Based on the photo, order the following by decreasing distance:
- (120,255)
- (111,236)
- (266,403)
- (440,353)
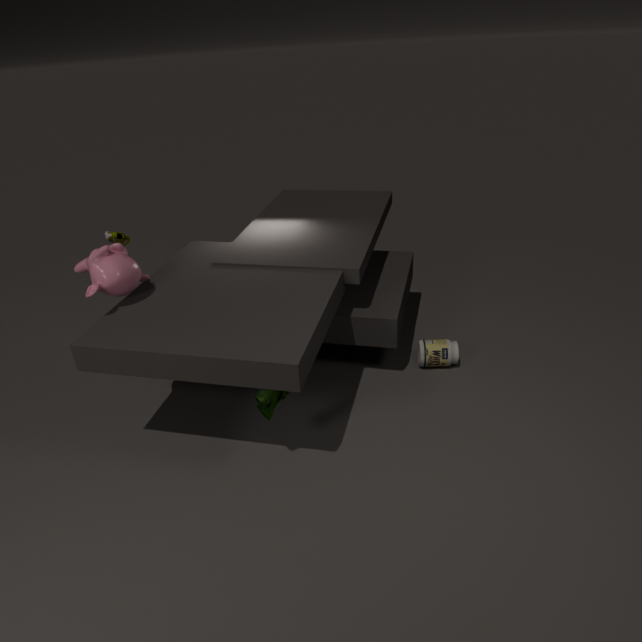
(111,236)
(440,353)
(120,255)
(266,403)
